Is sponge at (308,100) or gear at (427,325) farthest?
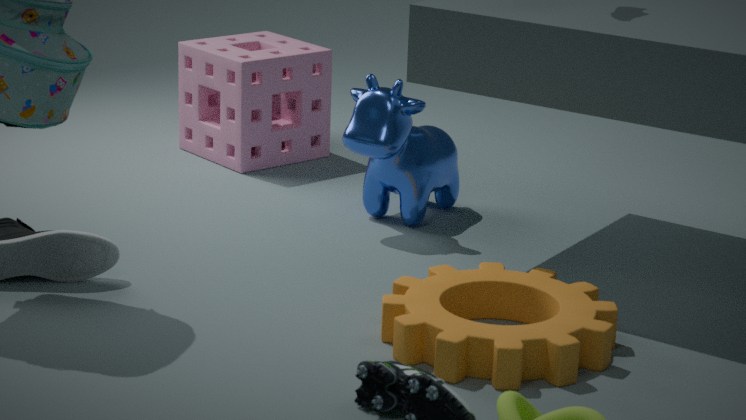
sponge at (308,100)
